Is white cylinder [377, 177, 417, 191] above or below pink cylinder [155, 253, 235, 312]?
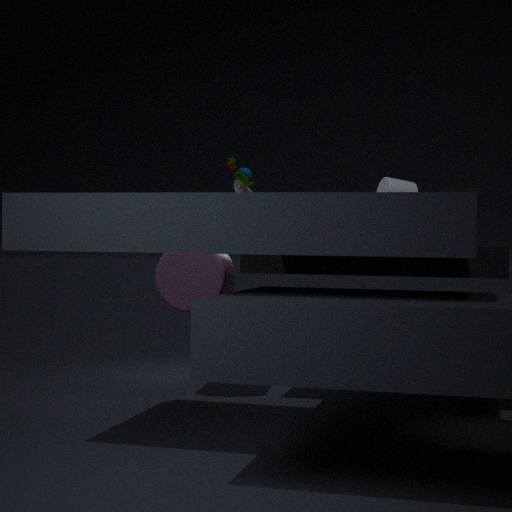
above
